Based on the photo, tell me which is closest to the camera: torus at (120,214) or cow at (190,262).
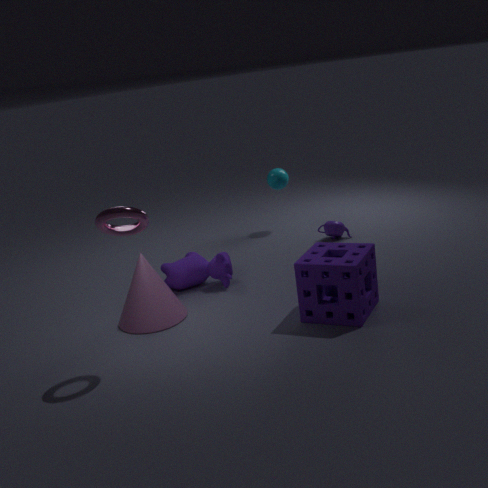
torus at (120,214)
